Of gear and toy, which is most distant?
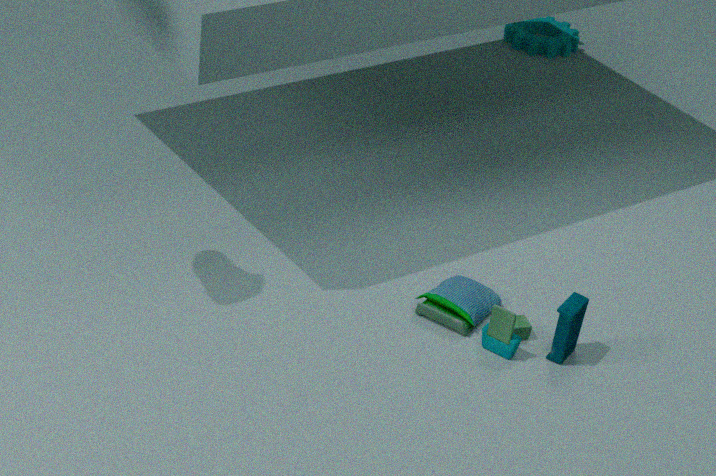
gear
